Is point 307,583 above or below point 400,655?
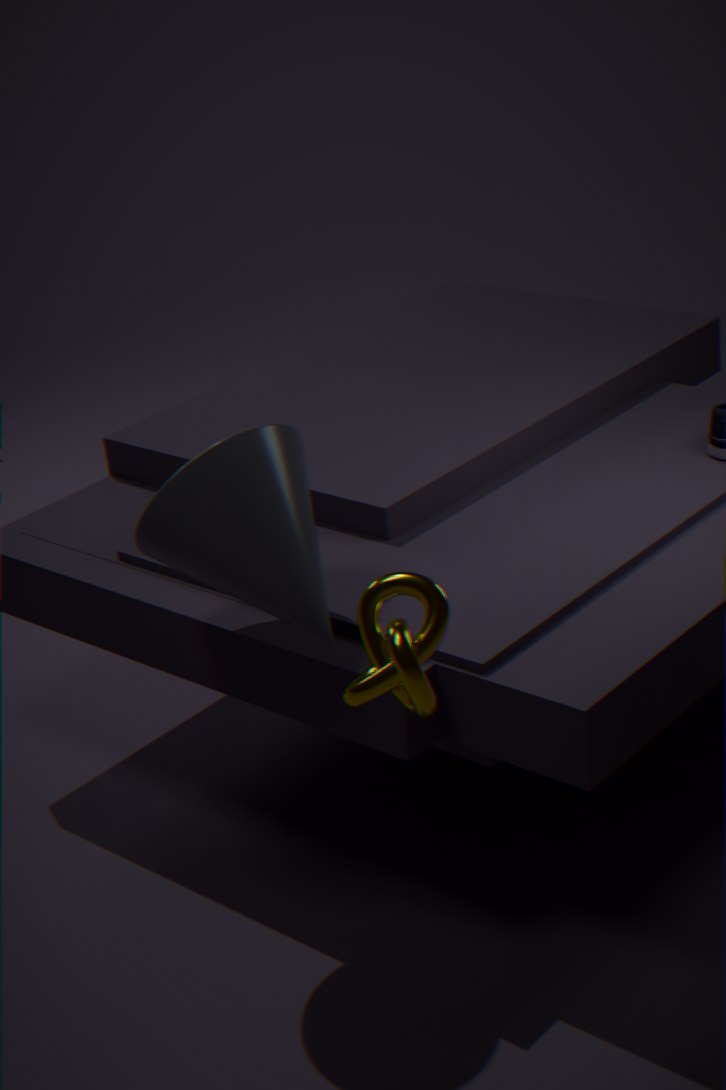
below
